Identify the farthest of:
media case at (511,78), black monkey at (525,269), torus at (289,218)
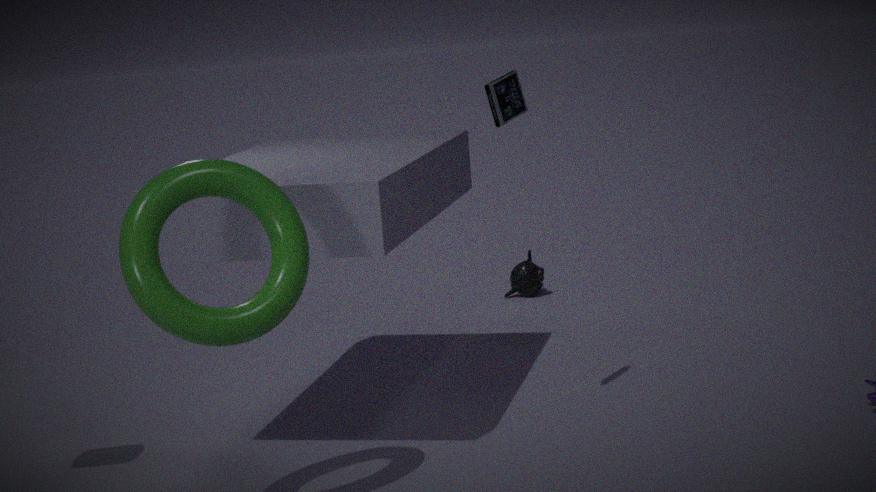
black monkey at (525,269)
